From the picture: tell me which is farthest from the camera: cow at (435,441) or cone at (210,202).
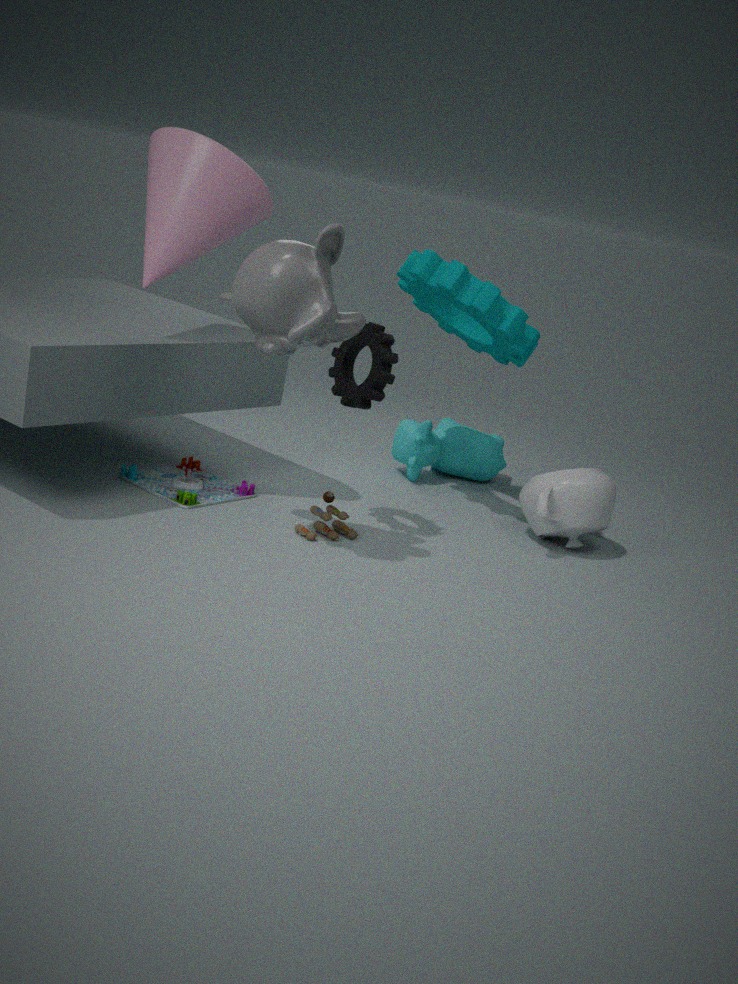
cow at (435,441)
